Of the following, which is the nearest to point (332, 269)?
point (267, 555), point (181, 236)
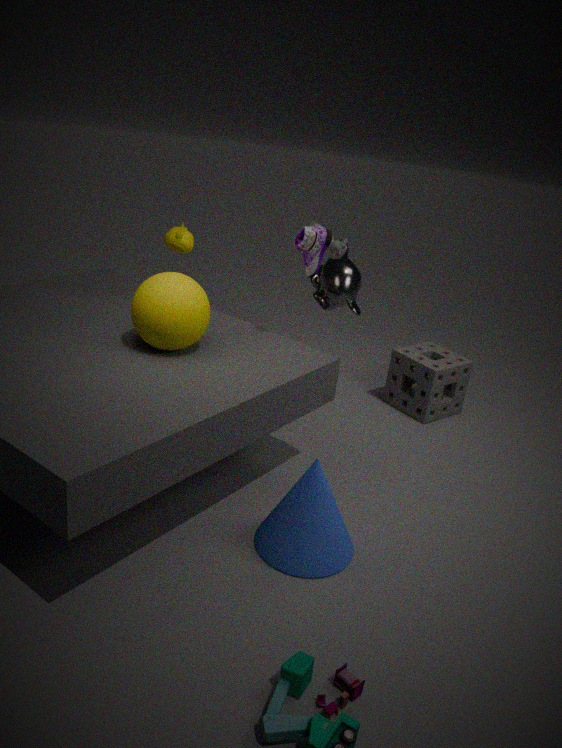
point (181, 236)
